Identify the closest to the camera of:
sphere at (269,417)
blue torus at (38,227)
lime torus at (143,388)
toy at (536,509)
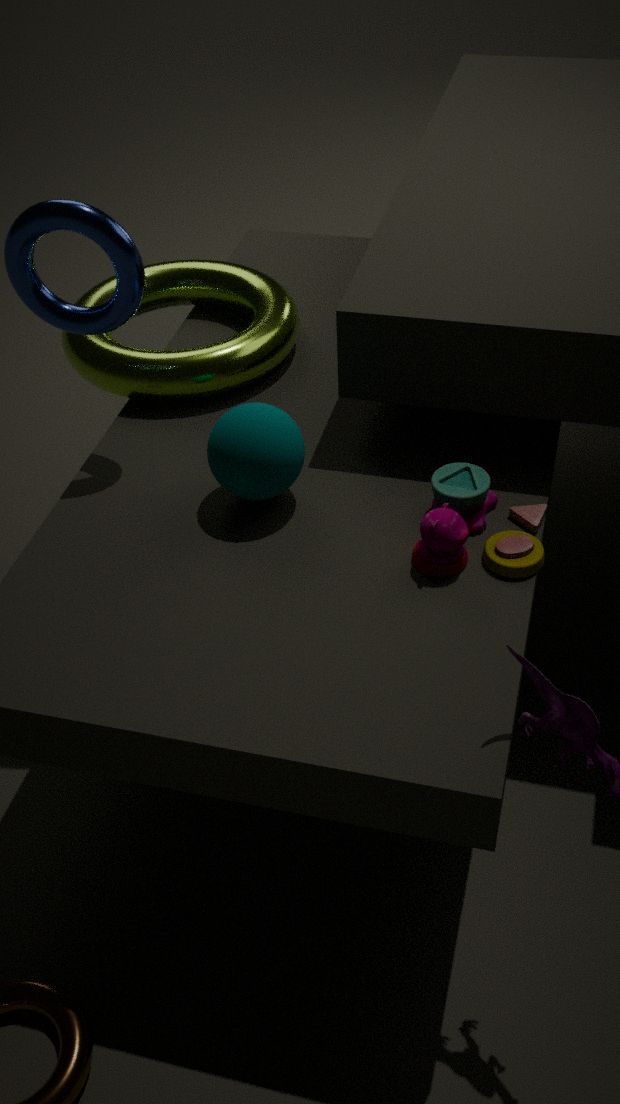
toy at (536,509)
